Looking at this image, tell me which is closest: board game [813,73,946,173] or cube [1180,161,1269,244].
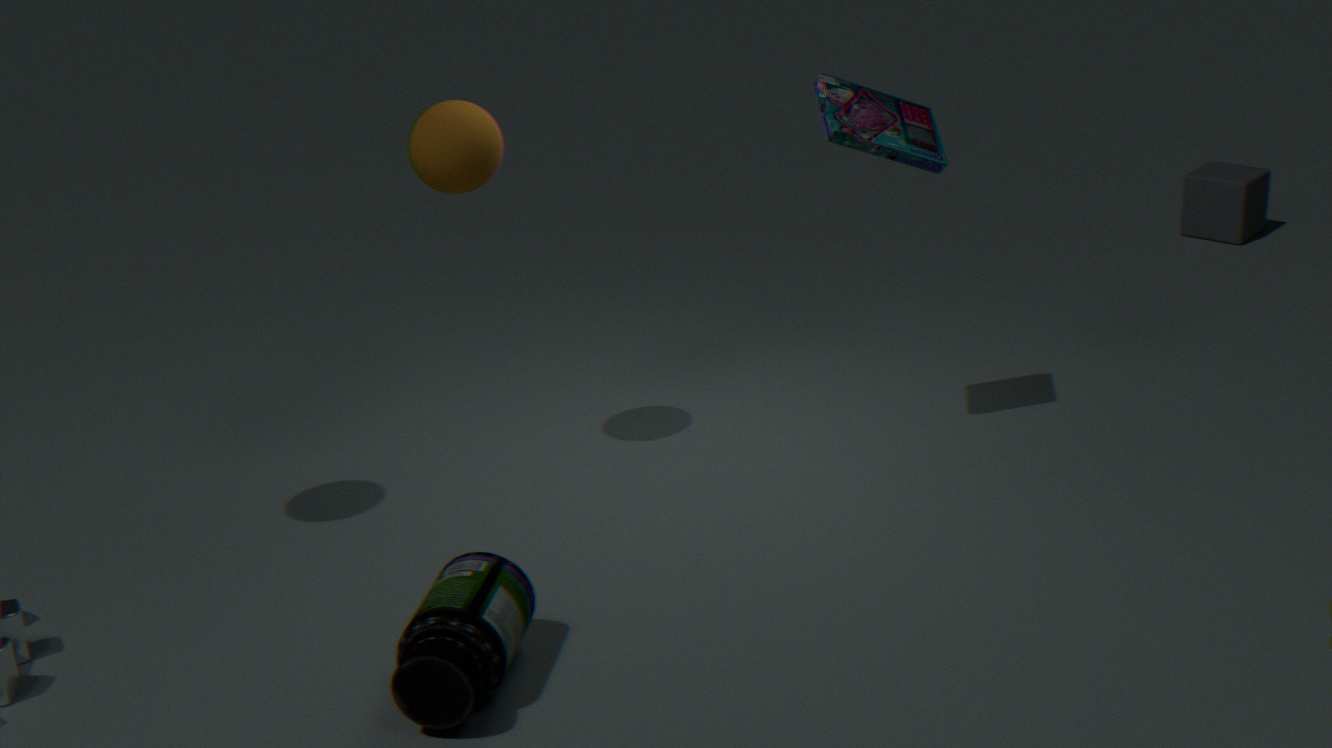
board game [813,73,946,173]
